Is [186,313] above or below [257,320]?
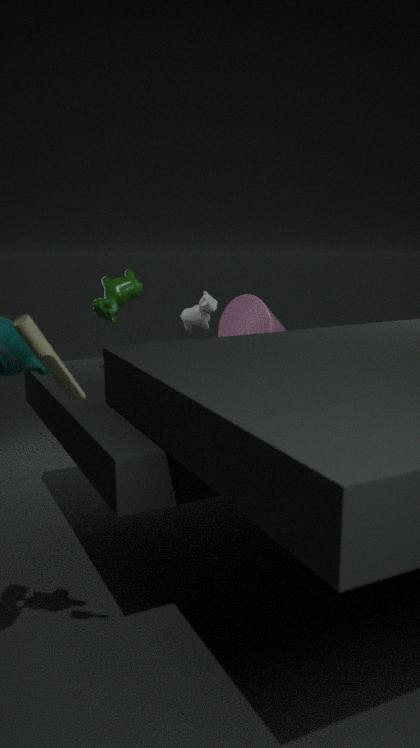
above
